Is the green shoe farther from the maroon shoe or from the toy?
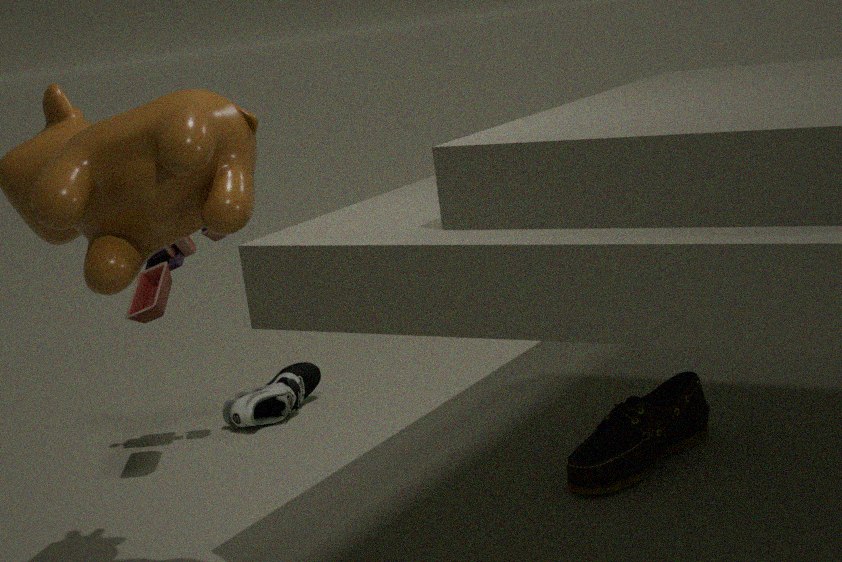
the maroon shoe
